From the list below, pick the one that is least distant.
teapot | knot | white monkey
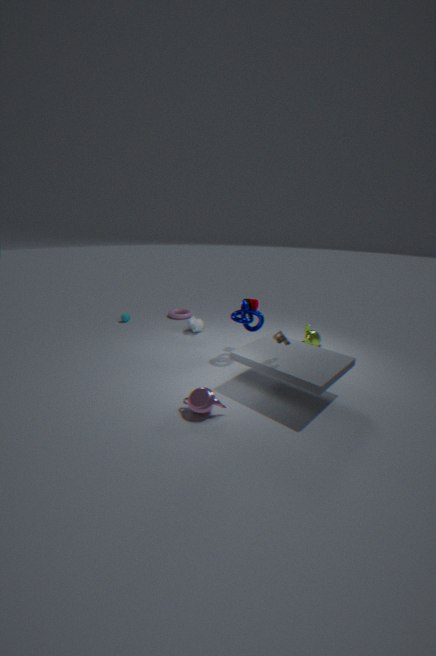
teapot
